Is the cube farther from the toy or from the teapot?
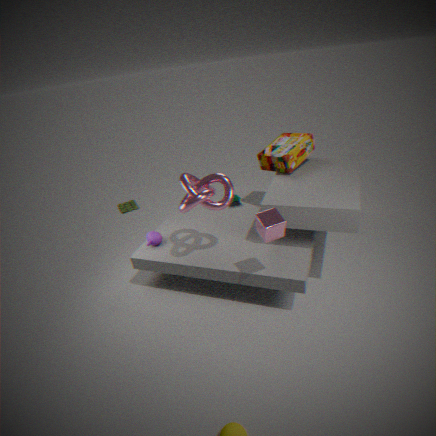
the toy
